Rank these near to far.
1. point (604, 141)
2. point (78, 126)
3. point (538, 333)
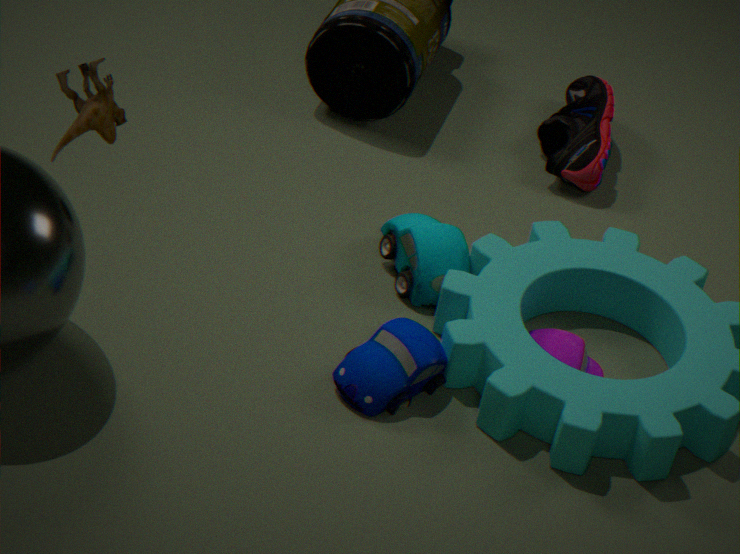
1. point (78, 126)
2. point (538, 333)
3. point (604, 141)
